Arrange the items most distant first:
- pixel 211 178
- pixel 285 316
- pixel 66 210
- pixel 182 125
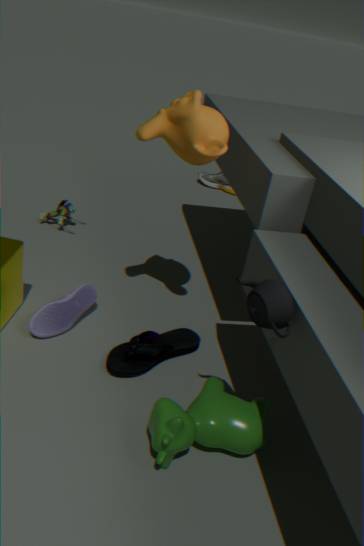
pixel 211 178, pixel 66 210, pixel 182 125, pixel 285 316
